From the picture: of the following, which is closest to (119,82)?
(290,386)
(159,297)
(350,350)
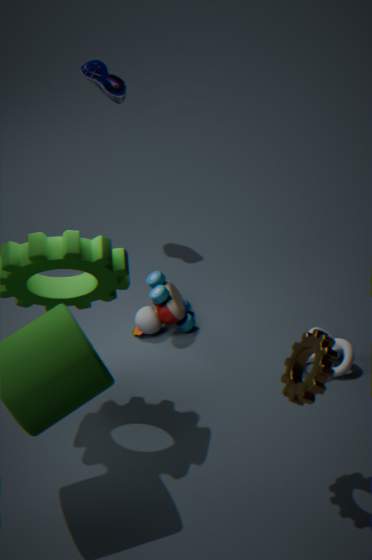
(159,297)
